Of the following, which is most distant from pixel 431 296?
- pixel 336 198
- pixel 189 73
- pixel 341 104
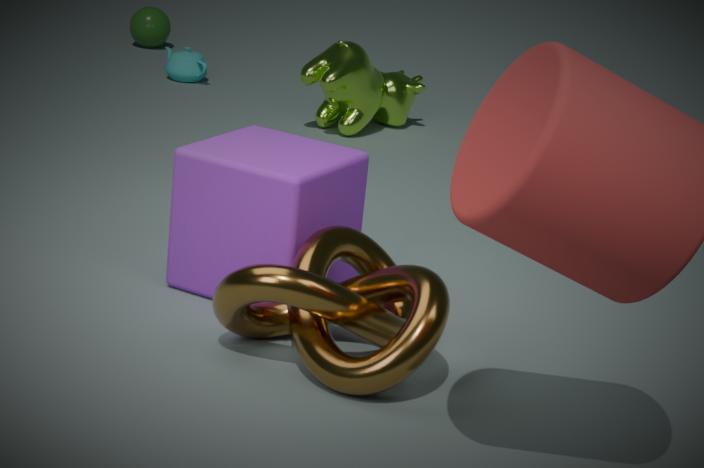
pixel 189 73
